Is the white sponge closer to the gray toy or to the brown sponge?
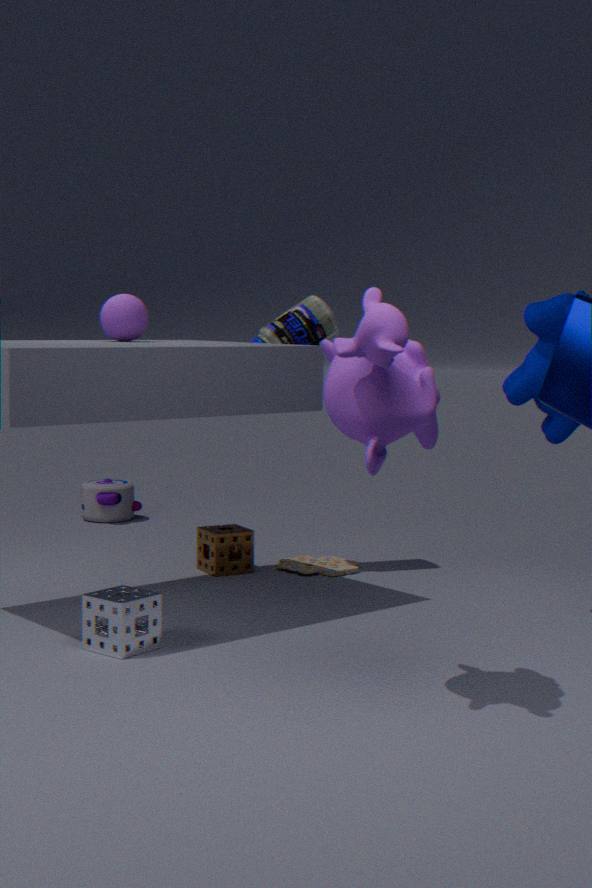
the brown sponge
